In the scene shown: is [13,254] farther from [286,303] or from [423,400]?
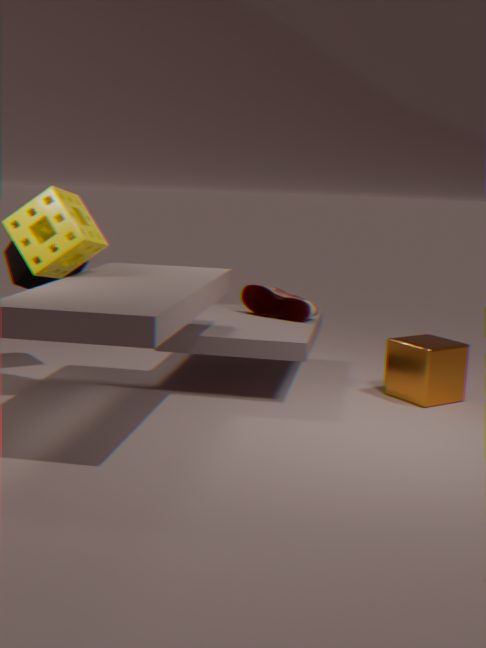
[423,400]
